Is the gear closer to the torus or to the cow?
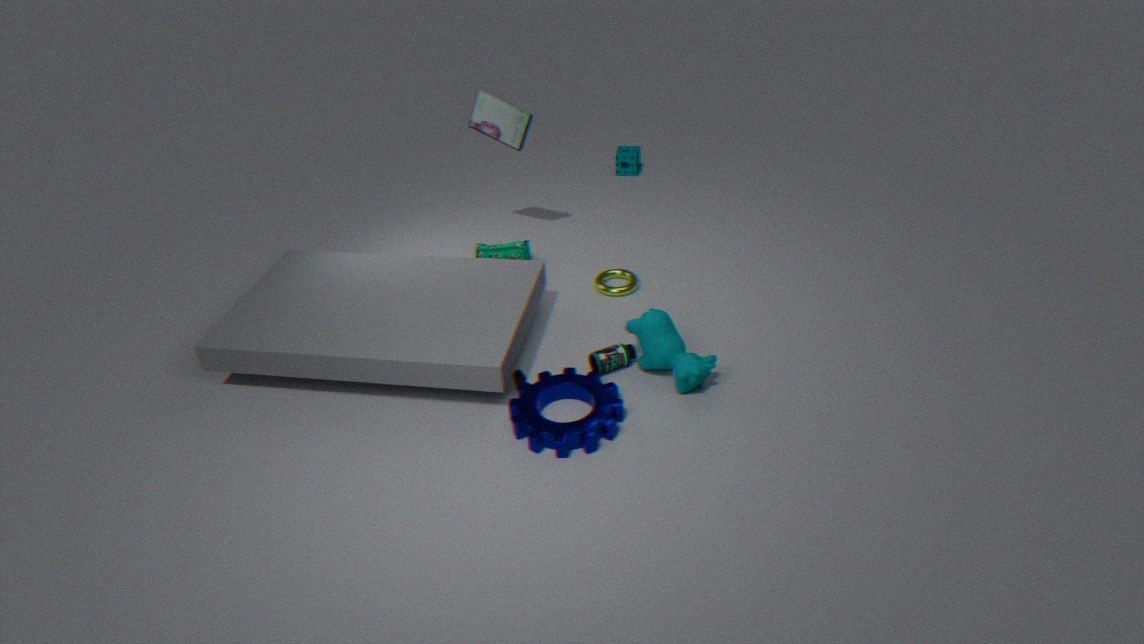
the cow
